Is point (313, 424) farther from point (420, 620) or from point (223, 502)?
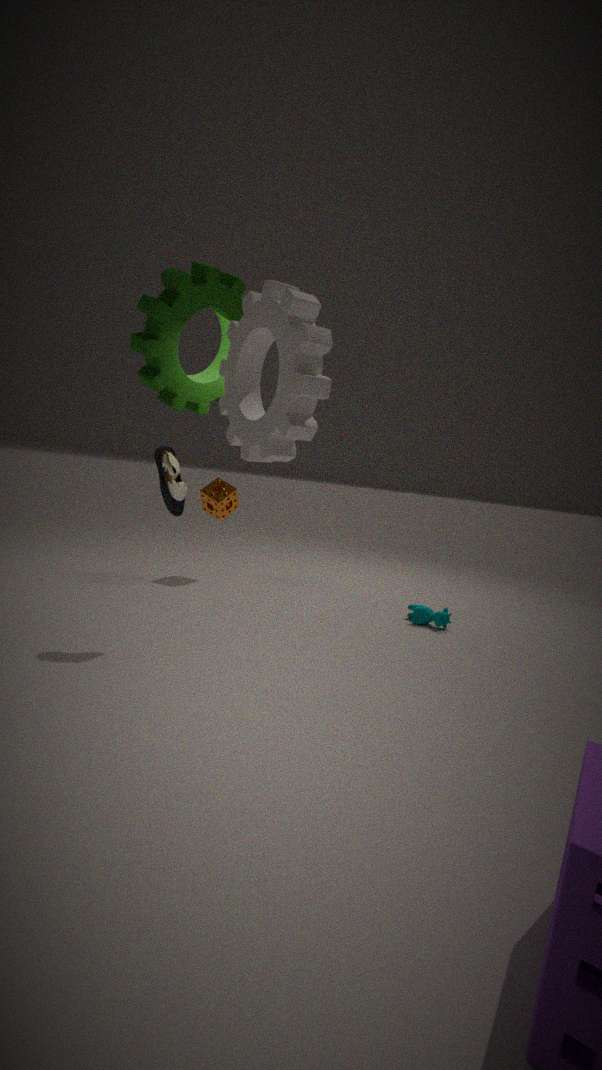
point (223, 502)
